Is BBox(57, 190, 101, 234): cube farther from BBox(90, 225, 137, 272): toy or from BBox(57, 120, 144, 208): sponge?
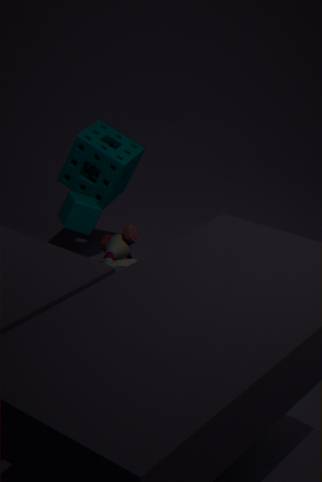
BBox(90, 225, 137, 272): toy
